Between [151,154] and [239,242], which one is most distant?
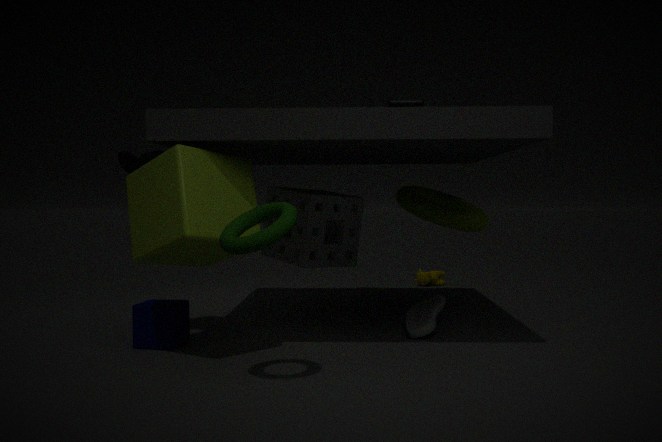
[151,154]
